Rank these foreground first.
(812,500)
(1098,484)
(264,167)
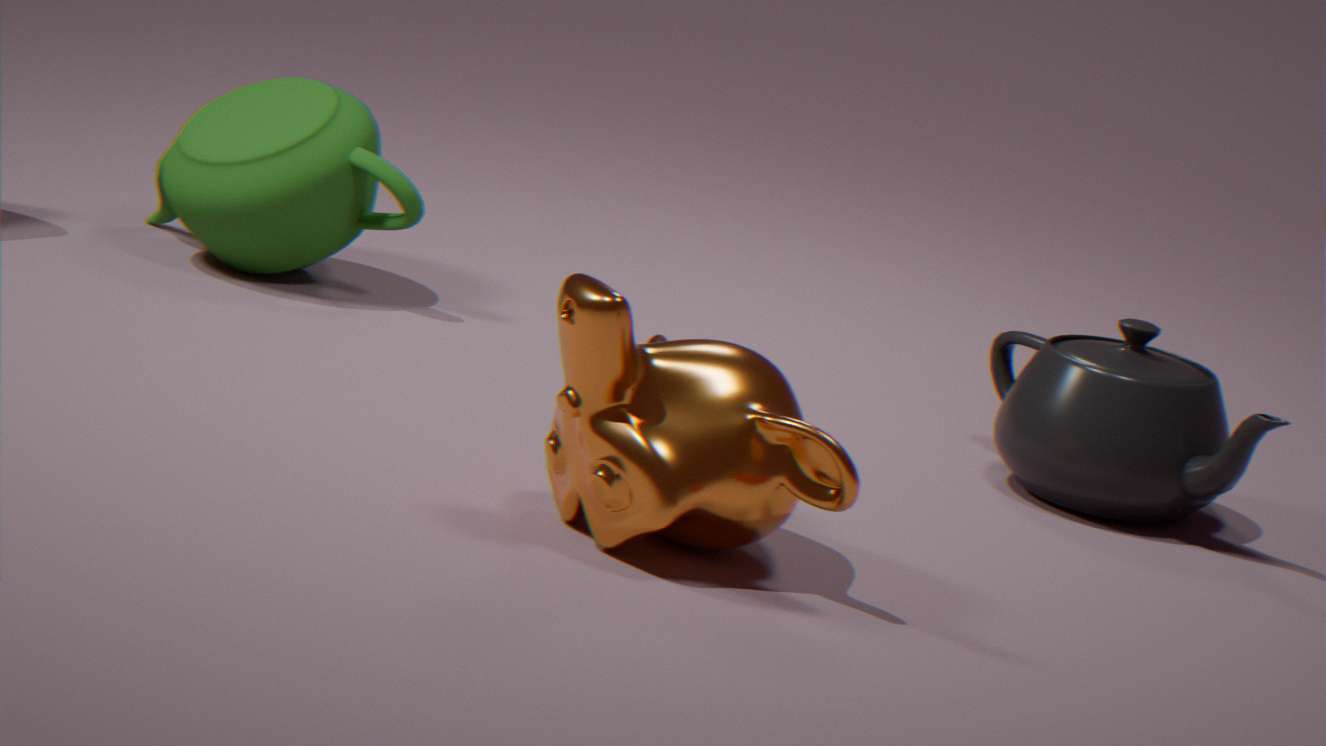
(812,500) < (1098,484) < (264,167)
